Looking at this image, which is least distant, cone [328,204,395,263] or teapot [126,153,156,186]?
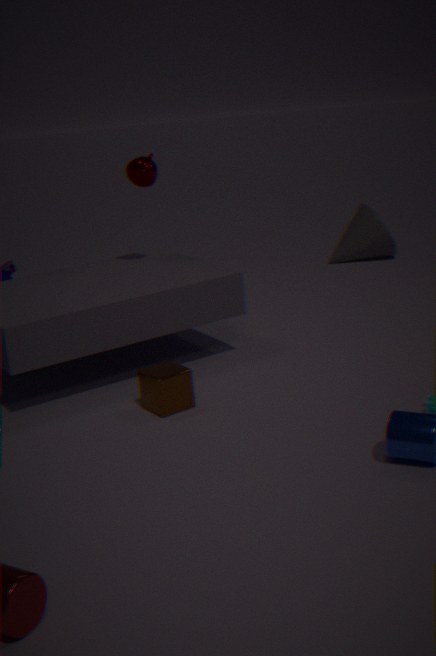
teapot [126,153,156,186]
